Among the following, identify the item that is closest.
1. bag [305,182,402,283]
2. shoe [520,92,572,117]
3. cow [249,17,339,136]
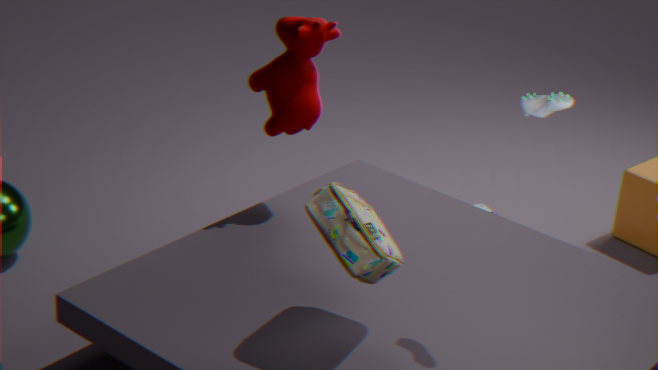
bag [305,182,402,283]
